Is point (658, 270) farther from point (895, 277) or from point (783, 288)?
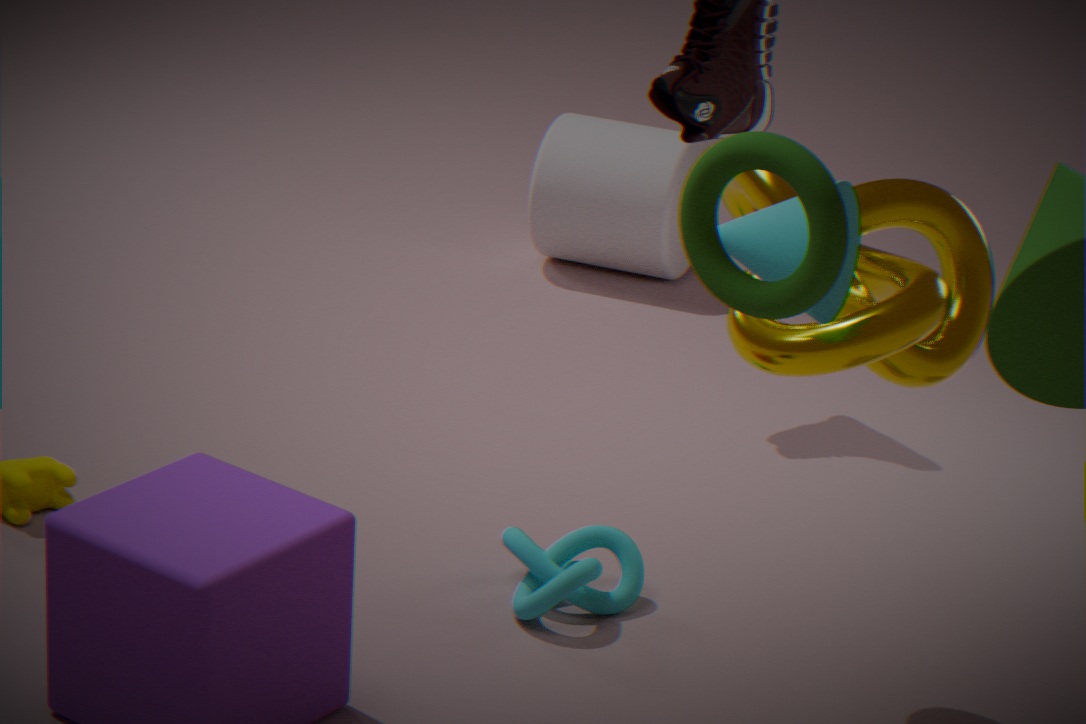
point (783, 288)
